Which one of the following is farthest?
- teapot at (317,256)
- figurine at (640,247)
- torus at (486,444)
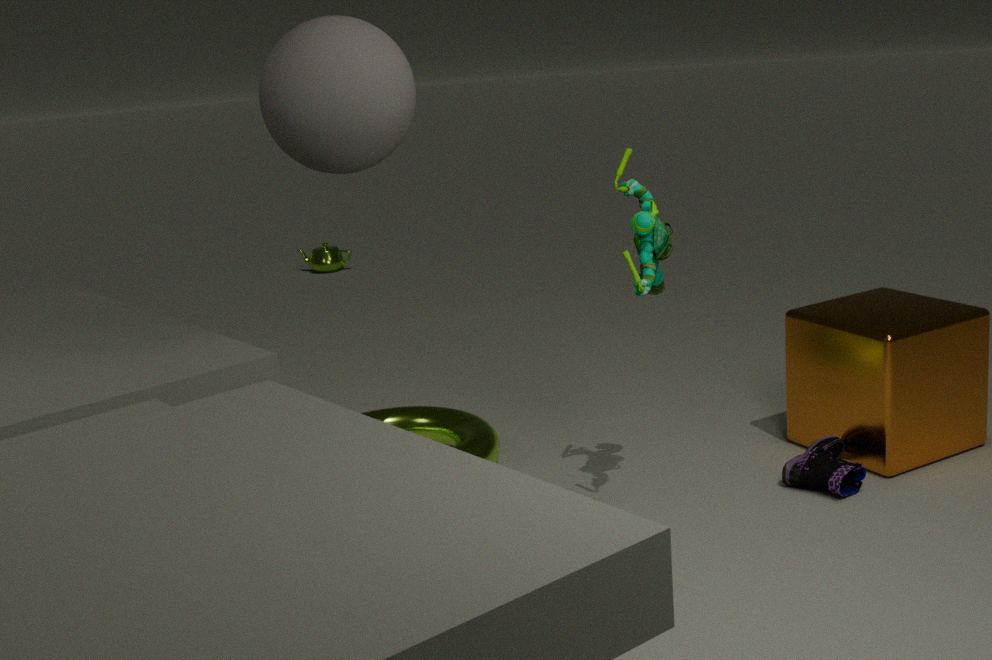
teapot at (317,256)
